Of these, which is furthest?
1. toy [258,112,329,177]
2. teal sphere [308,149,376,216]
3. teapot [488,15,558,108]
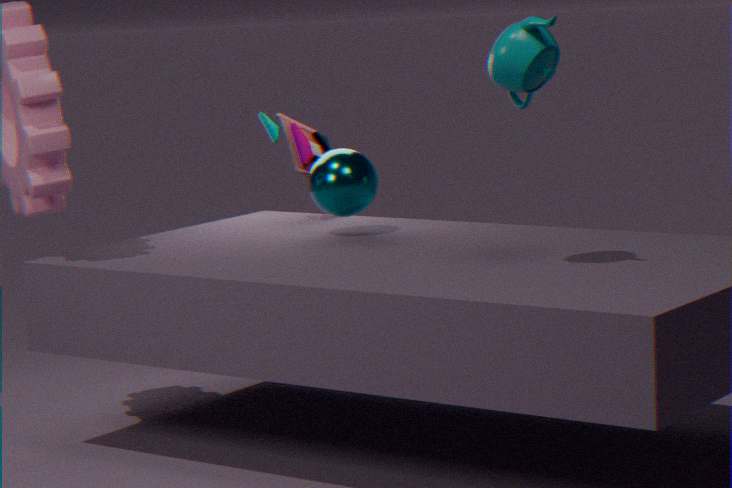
toy [258,112,329,177]
